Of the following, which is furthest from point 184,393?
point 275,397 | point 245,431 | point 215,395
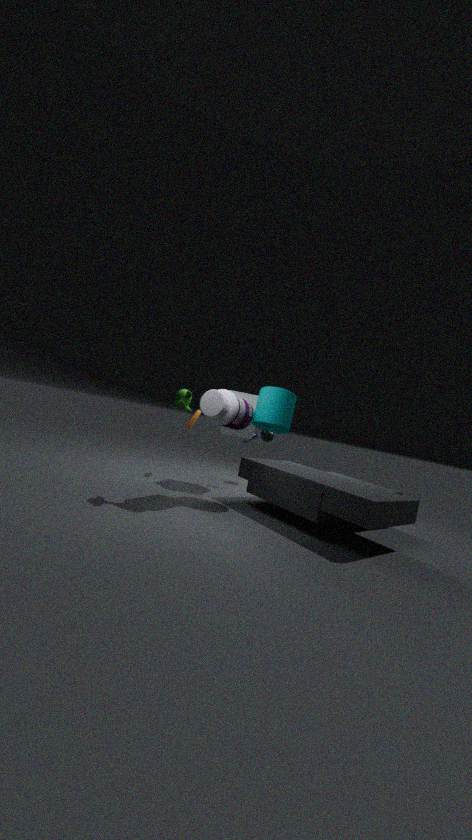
point 245,431
